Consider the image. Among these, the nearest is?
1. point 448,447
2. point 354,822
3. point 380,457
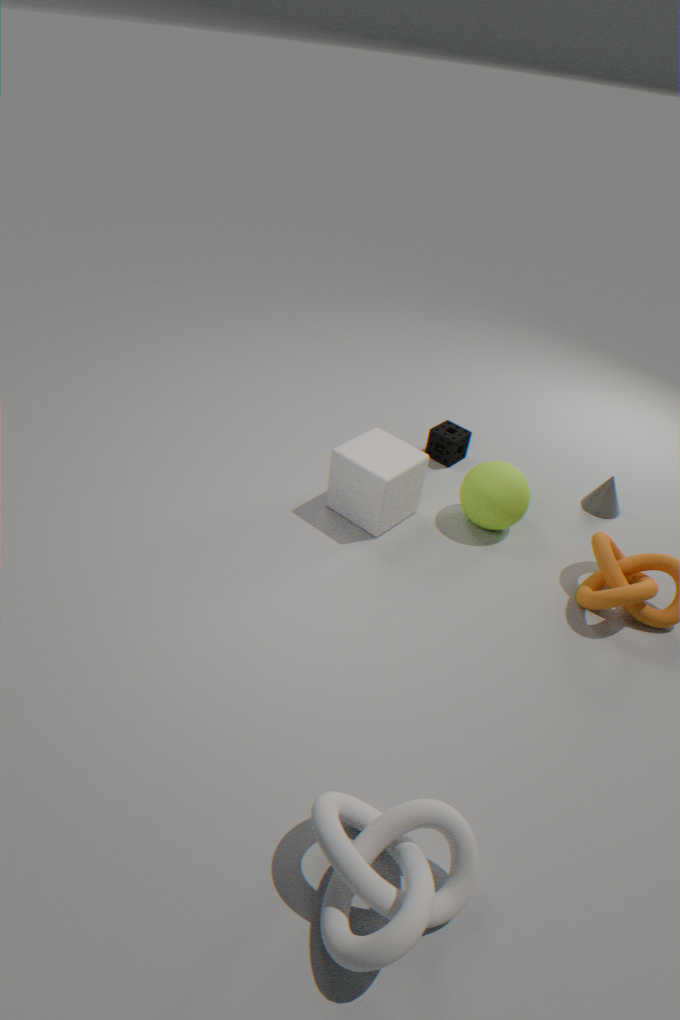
point 354,822
